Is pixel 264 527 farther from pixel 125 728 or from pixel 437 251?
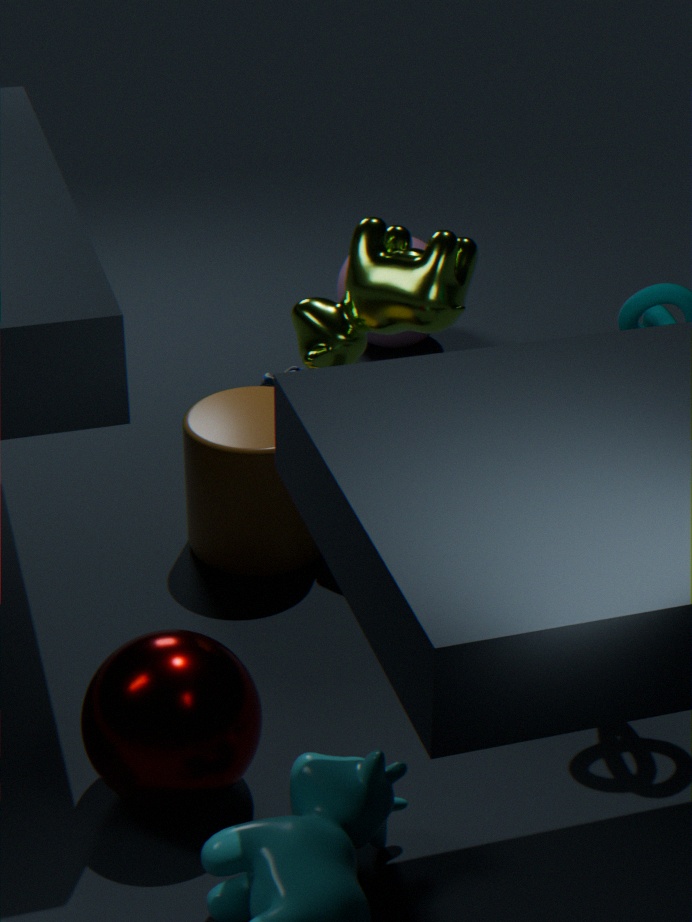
pixel 125 728
